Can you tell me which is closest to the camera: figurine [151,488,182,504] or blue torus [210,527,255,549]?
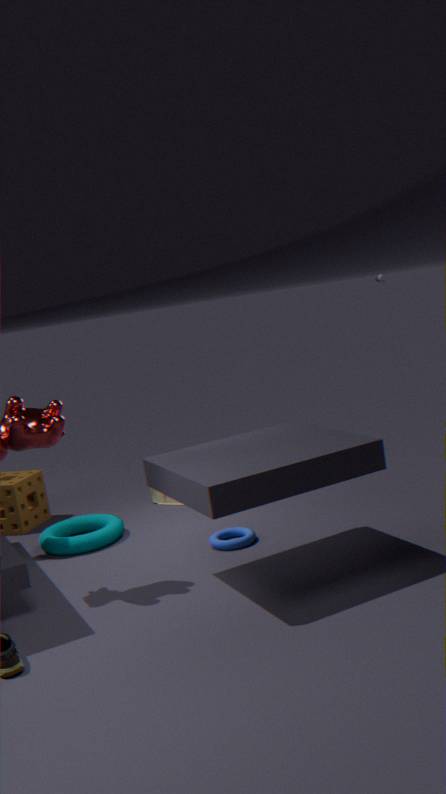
blue torus [210,527,255,549]
